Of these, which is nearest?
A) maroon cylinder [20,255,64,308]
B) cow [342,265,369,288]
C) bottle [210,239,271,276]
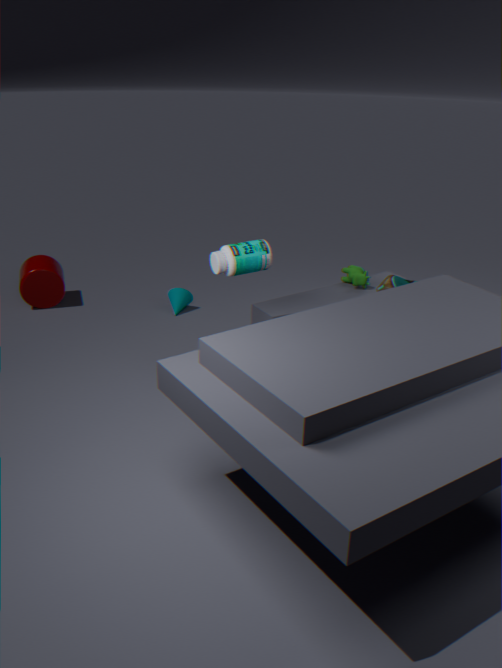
bottle [210,239,271,276]
